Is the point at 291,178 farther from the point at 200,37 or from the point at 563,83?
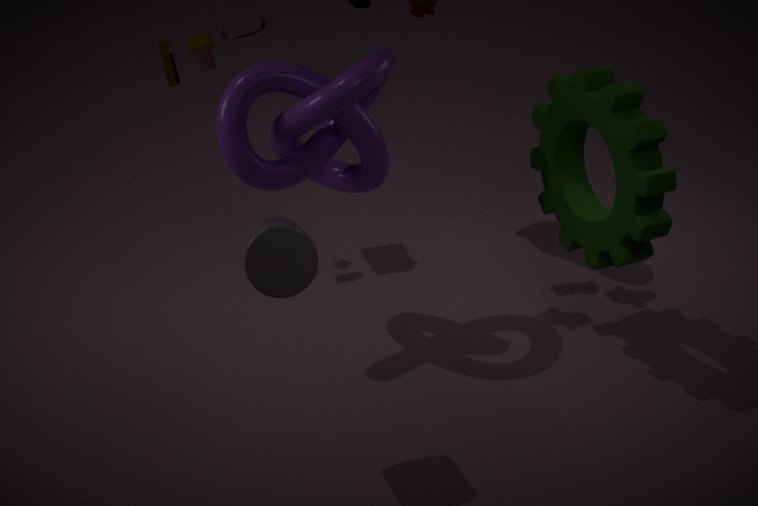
the point at 563,83
